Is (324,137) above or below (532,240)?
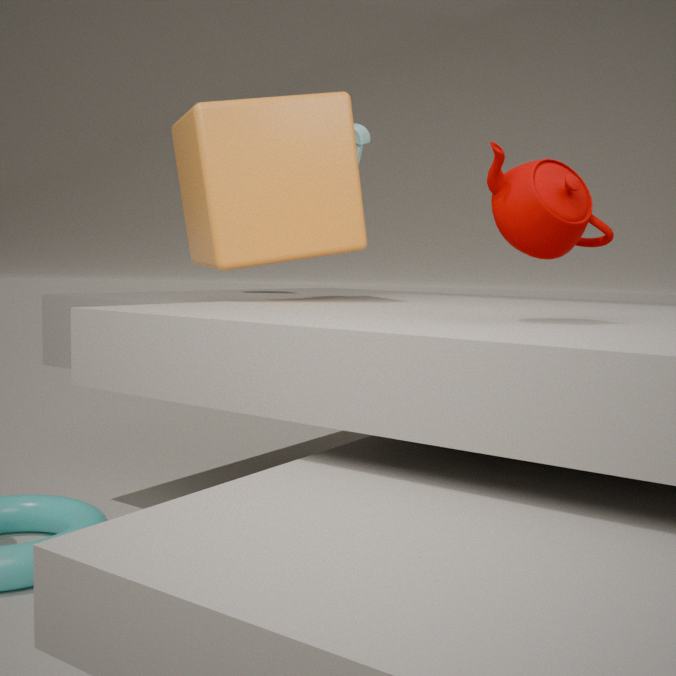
above
